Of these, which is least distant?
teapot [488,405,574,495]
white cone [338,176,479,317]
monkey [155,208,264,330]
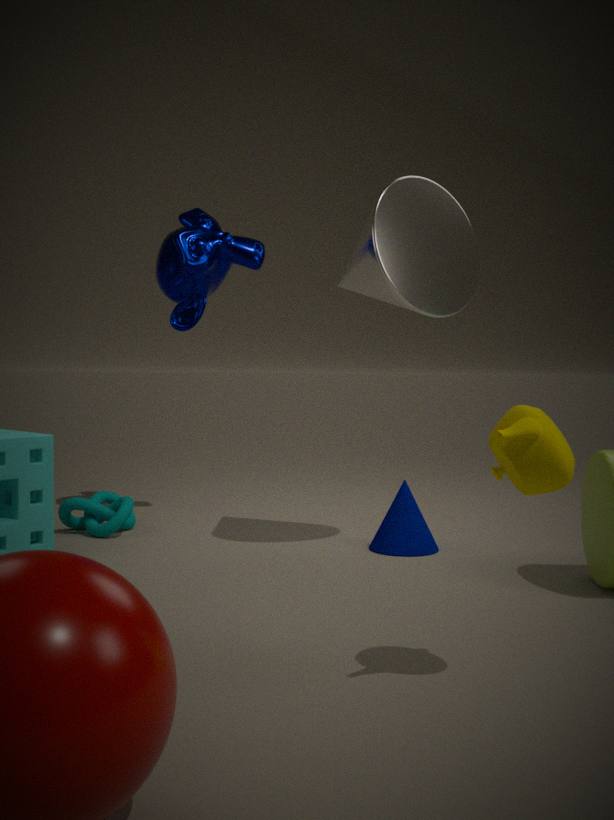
teapot [488,405,574,495]
